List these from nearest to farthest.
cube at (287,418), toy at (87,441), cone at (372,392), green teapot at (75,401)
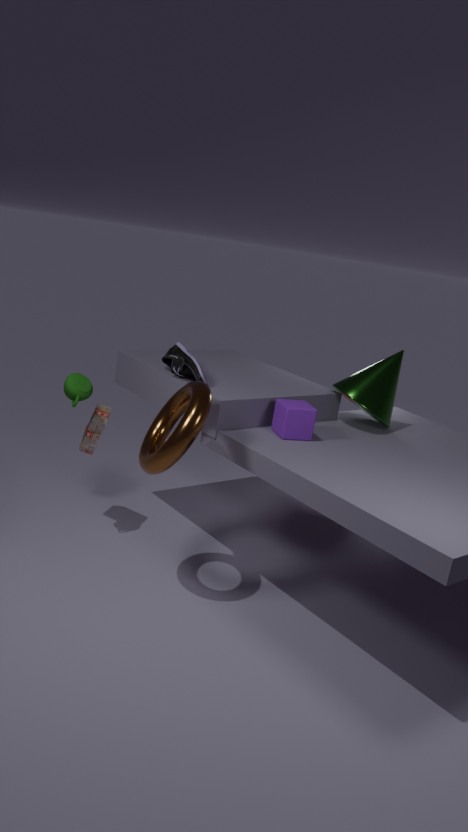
cube at (287,418), green teapot at (75,401), toy at (87,441), cone at (372,392)
